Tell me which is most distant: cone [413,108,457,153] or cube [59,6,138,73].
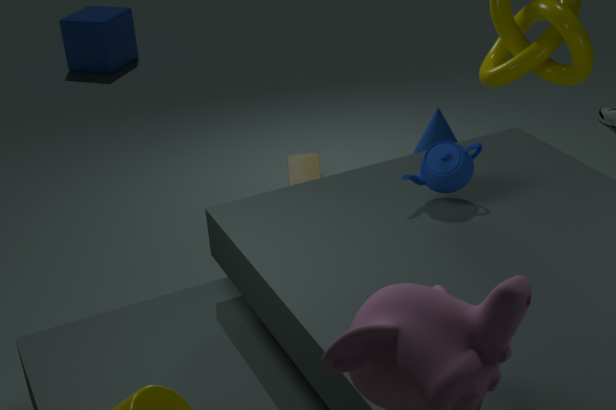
cube [59,6,138,73]
